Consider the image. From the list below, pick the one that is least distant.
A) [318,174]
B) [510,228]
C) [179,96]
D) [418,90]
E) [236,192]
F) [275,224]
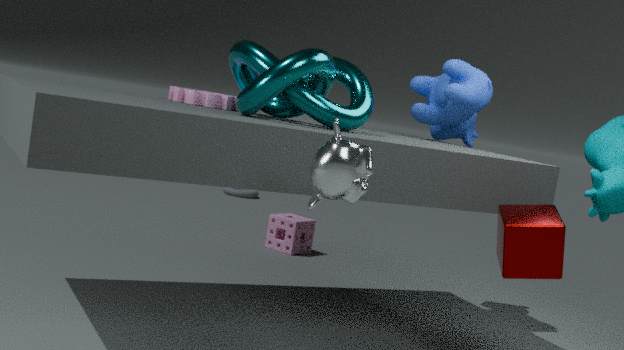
[318,174]
